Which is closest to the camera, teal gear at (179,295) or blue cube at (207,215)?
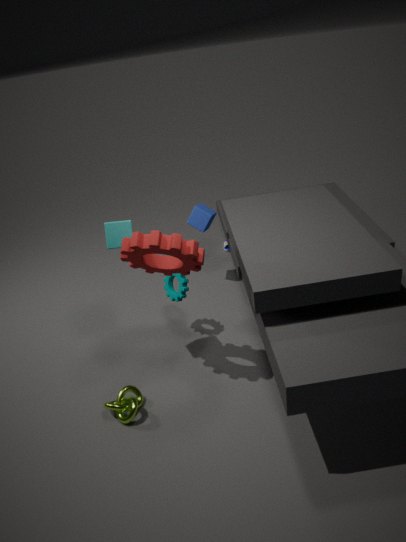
teal gear at (179,295)
